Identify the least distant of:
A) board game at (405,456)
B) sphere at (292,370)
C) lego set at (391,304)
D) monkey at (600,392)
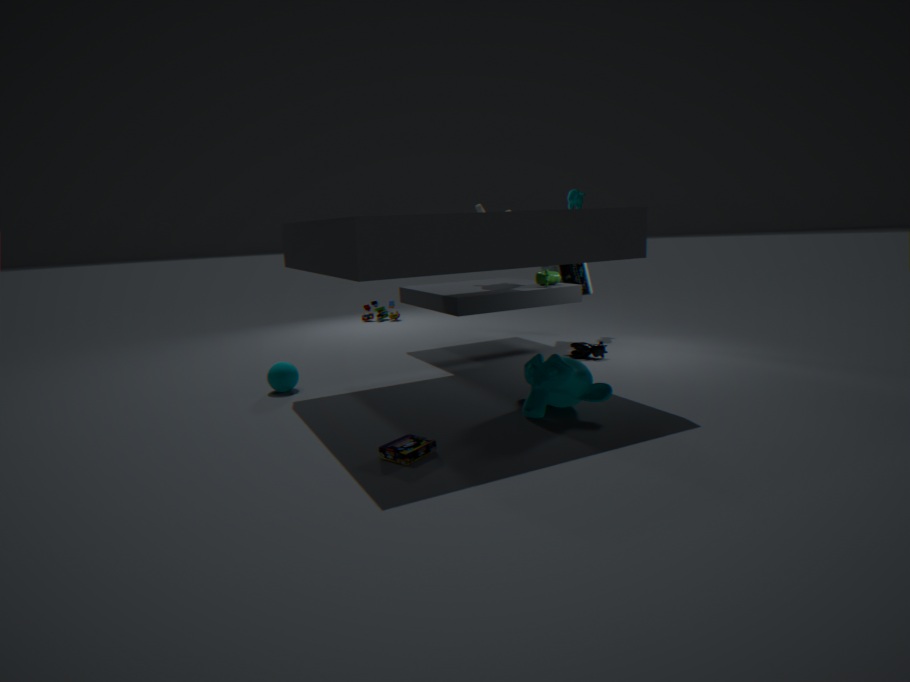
board game at (405,456)
